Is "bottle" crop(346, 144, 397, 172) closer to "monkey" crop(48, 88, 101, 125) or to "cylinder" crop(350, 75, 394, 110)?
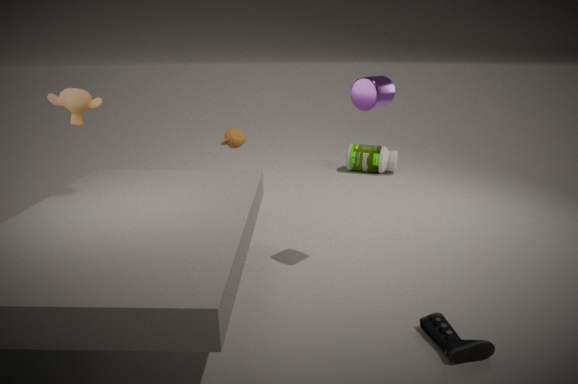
"cylinder" crop(350, 75, 394, 110)
